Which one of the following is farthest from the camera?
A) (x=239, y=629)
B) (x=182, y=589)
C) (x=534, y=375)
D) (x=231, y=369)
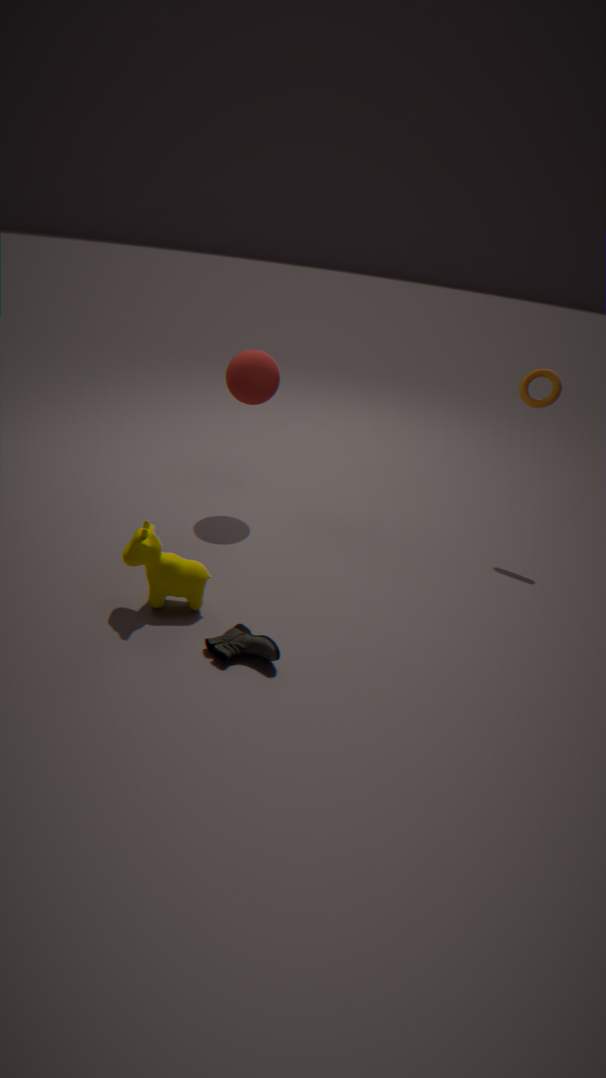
(x=534, y=375)
